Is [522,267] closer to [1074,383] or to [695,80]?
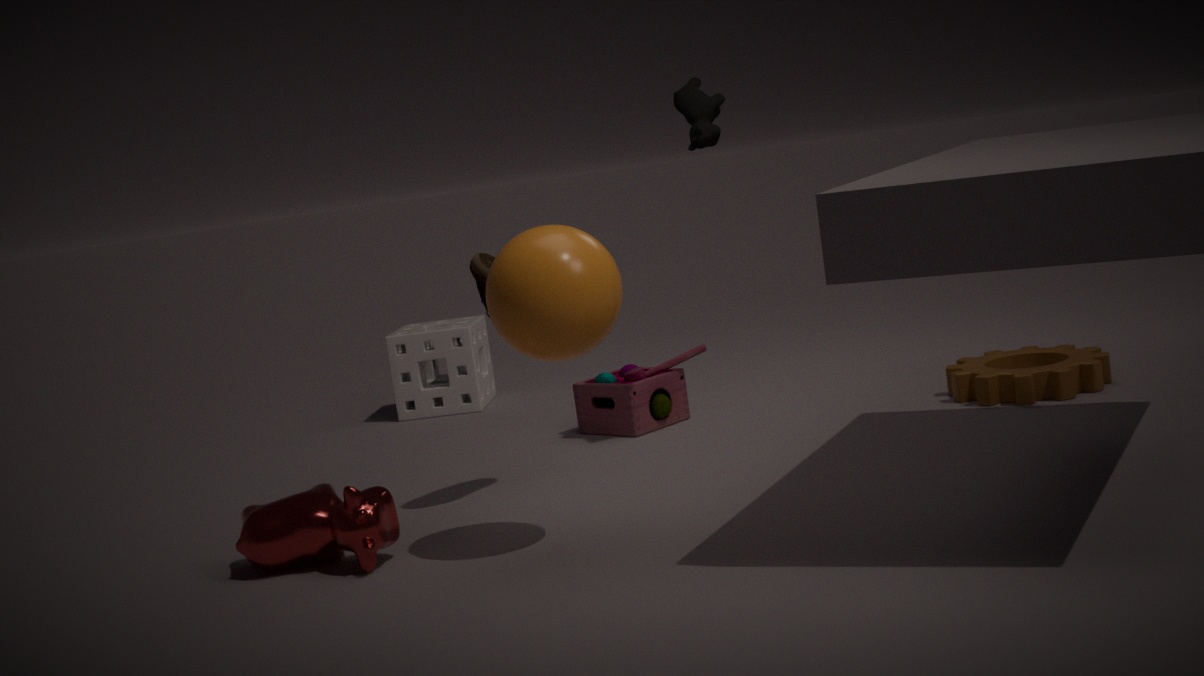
[695,80]
